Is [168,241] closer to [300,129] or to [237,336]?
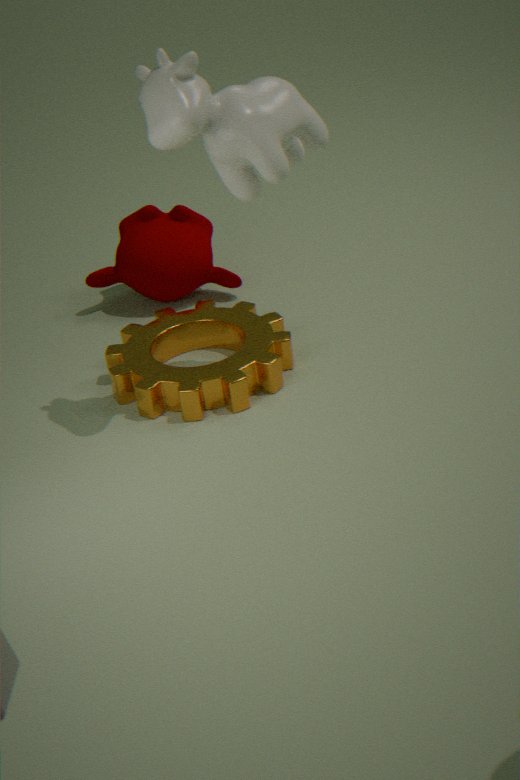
[237,336]
